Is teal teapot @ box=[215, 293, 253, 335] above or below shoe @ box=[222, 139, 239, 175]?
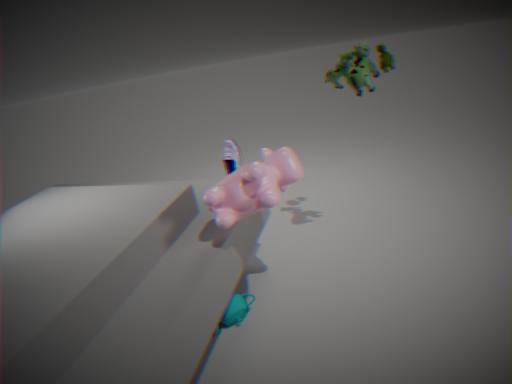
below
